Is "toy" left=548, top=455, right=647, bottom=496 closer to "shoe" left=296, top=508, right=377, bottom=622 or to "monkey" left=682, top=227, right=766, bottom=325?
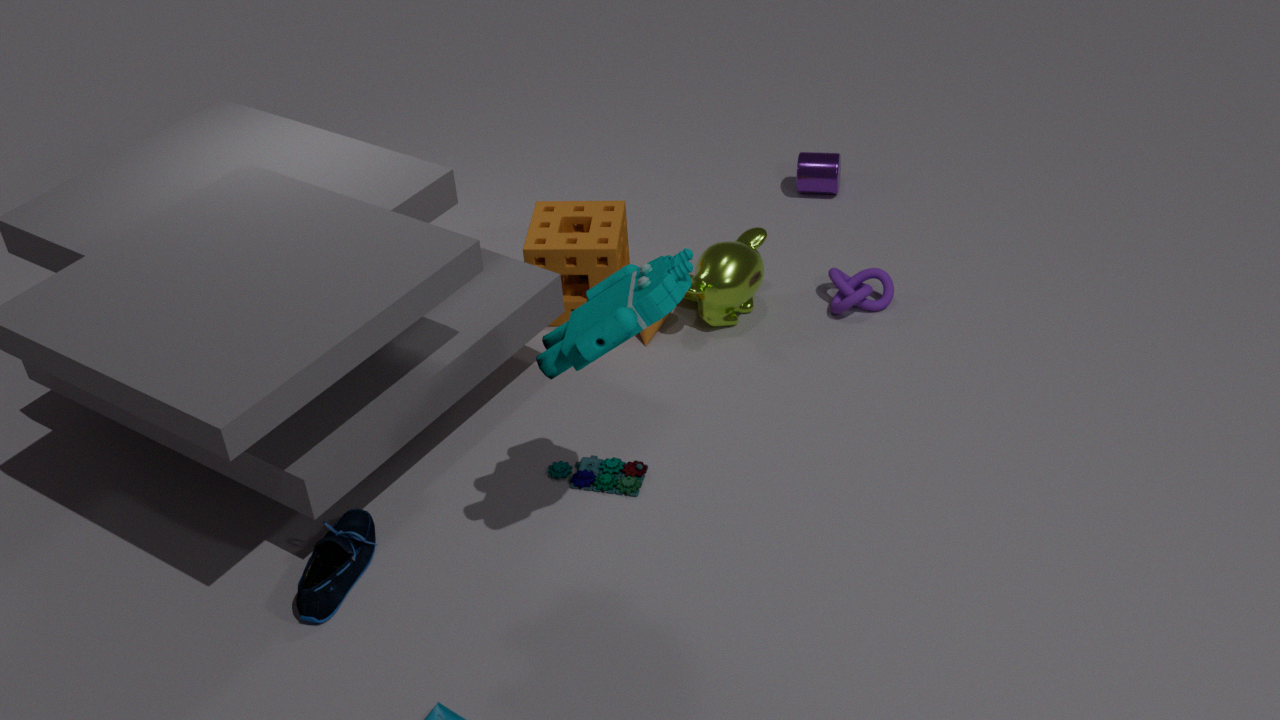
"shoe" left=296, top=508, right=377, bottom=622
